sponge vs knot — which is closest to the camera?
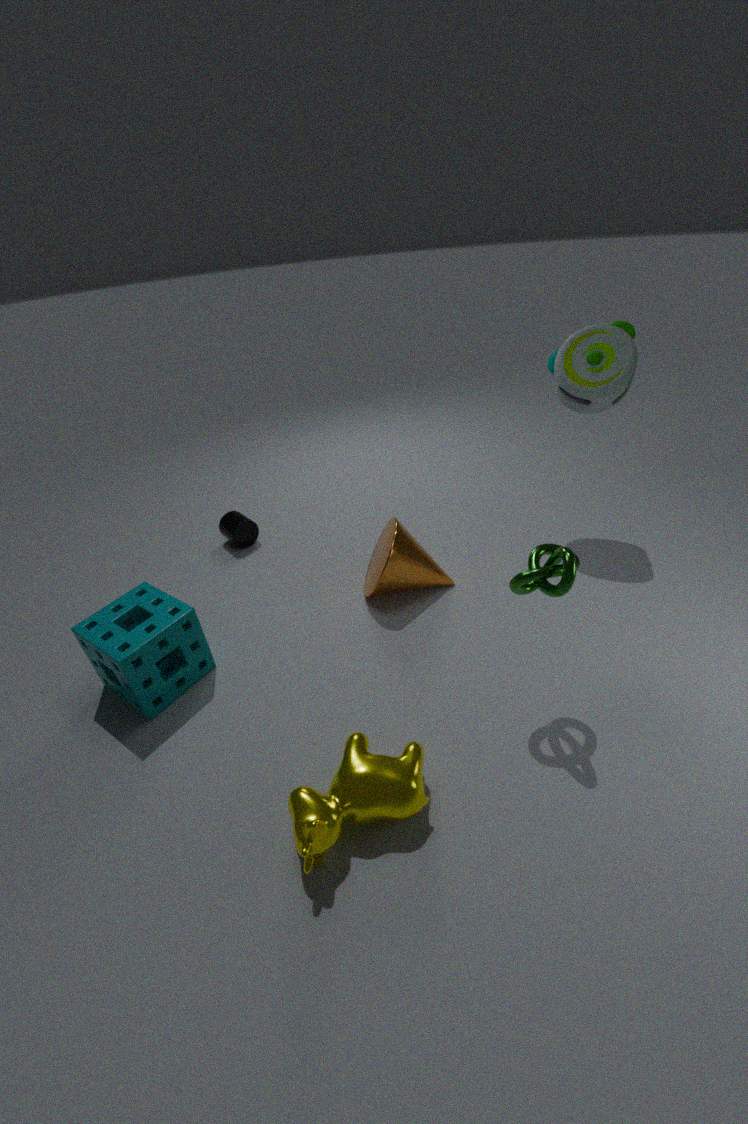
knot
